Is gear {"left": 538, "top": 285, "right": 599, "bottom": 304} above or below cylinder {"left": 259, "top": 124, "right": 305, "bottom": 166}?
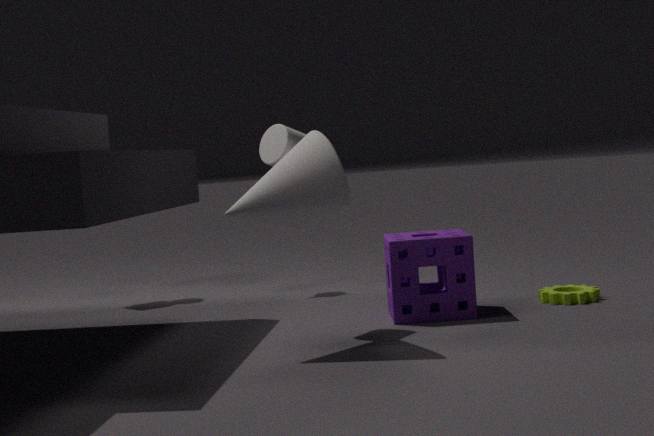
below
